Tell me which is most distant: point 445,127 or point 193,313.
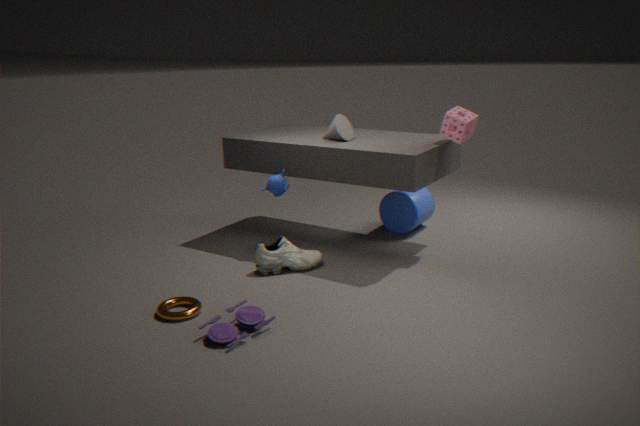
point 445,127
